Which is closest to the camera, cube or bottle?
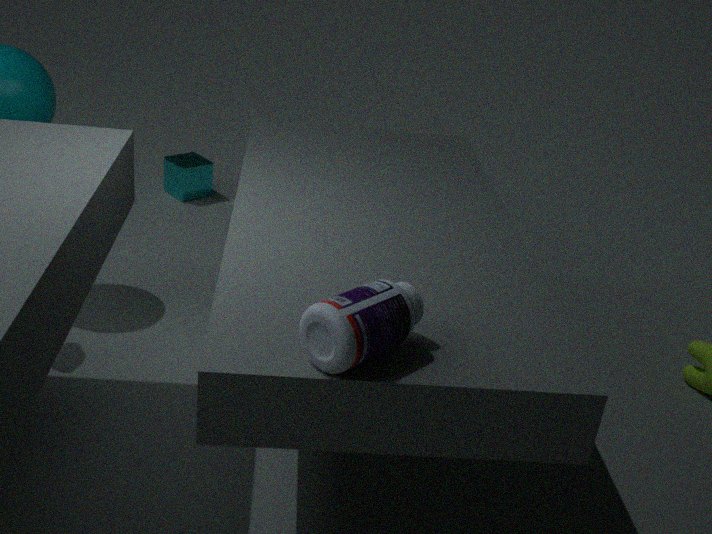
bottle
